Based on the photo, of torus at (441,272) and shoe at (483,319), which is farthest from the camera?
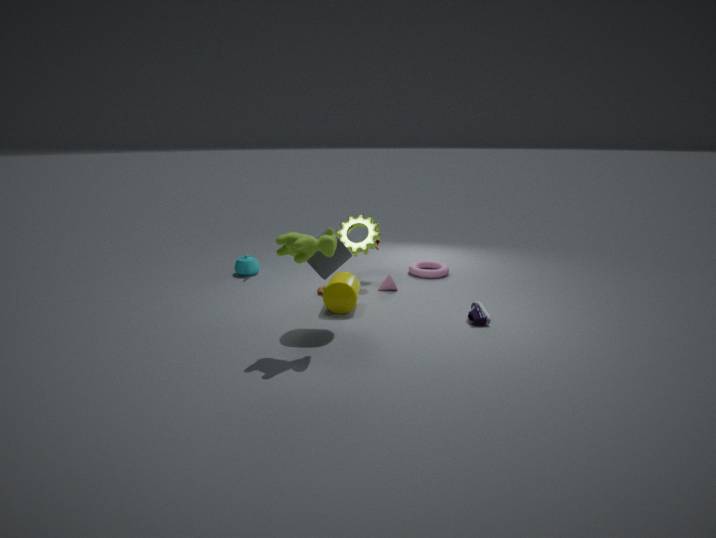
torus at (441,272)
